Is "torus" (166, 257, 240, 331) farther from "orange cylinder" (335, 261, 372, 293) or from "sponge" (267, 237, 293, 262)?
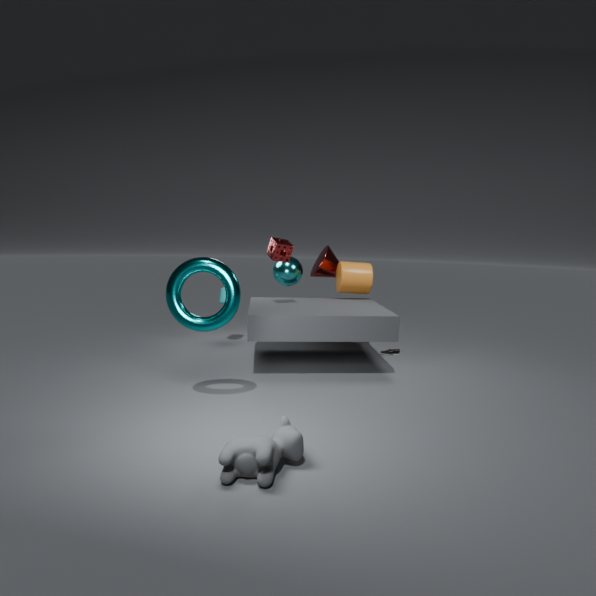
"orange cylinder" (335, 261, 372, 293)
